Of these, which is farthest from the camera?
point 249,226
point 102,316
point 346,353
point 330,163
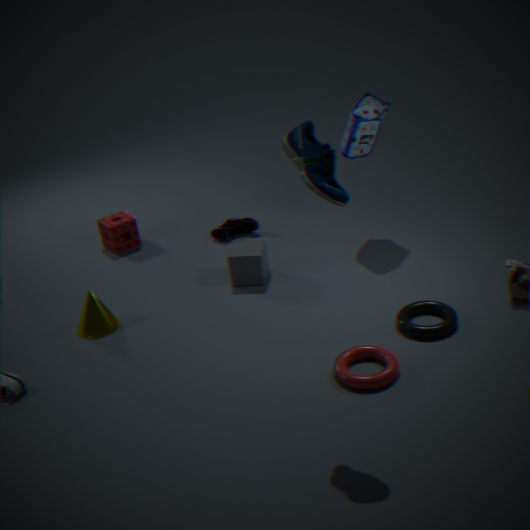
point 249,226
